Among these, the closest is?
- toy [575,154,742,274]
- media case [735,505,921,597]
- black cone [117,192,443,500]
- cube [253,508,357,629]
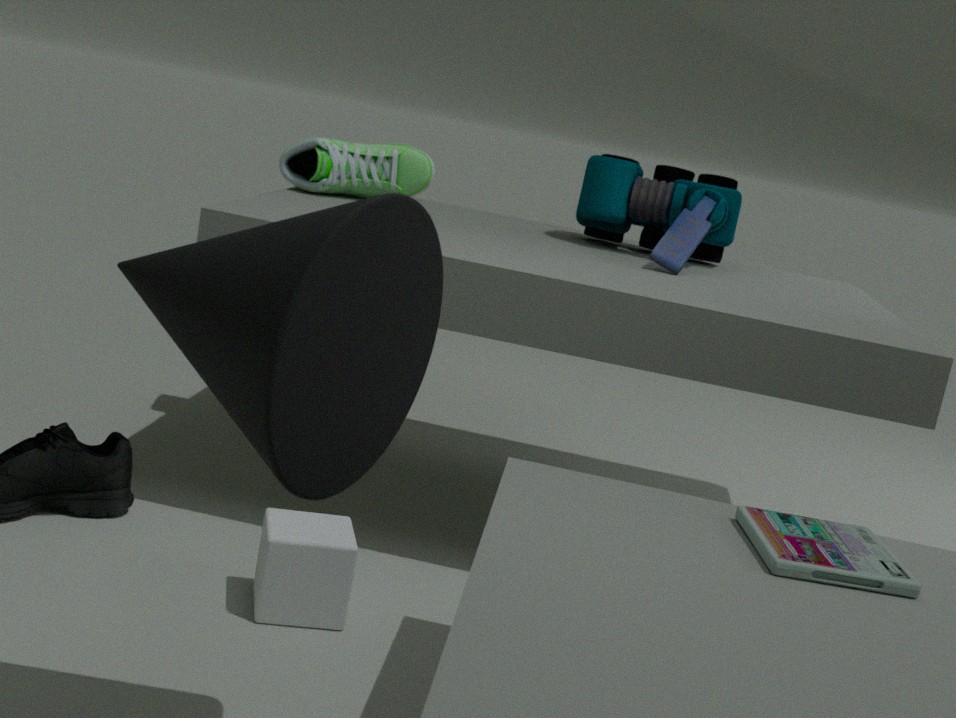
black cone [117,192,443,500]
